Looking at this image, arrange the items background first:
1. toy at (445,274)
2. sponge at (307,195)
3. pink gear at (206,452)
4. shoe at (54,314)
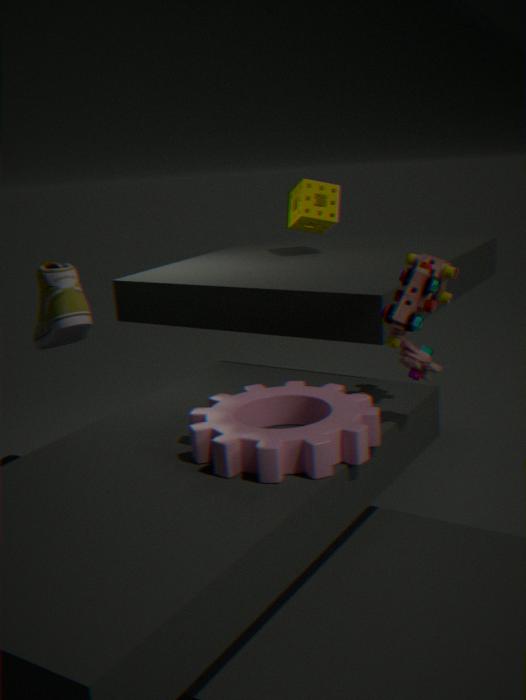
sponge at (307,195)
shoe at (54,314)
toy at (445,274)
pink gear at (206,452)
